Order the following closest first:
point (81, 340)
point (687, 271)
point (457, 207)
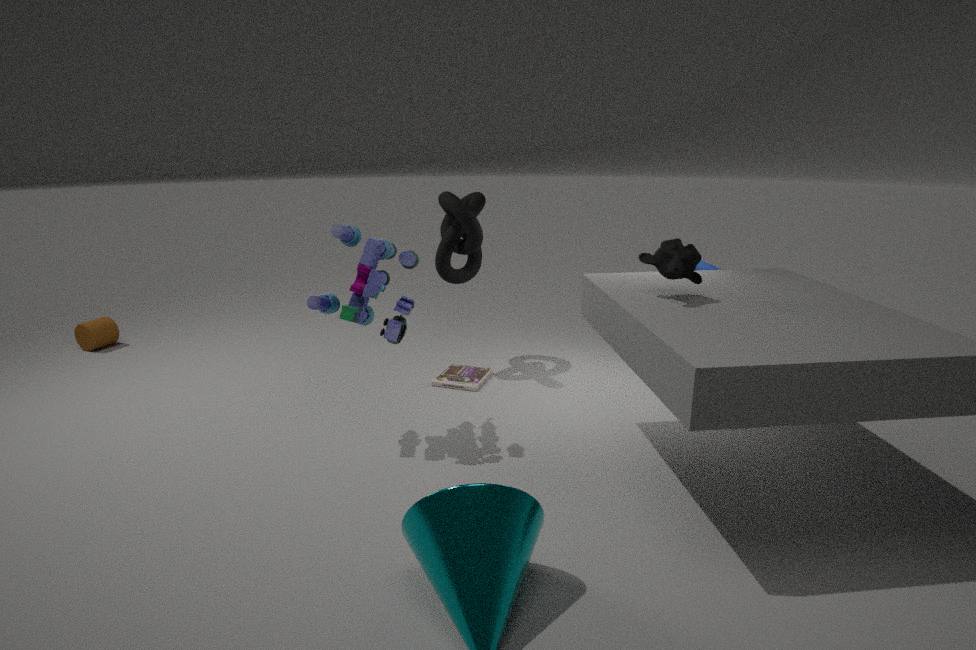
point (687, 271), point (457, 207), point (81, 340)
